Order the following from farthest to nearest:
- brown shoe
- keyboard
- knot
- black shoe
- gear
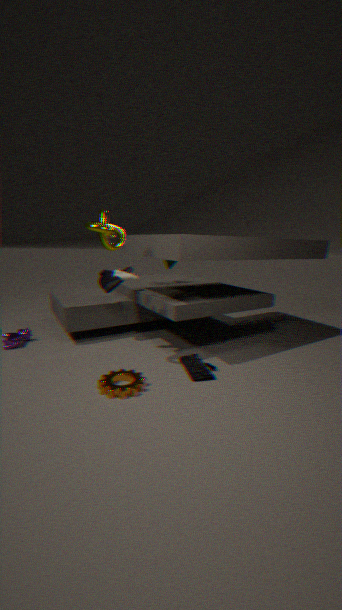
1. black shoe
2. brown shoe
3. keyboard
4. knot
5. gear
